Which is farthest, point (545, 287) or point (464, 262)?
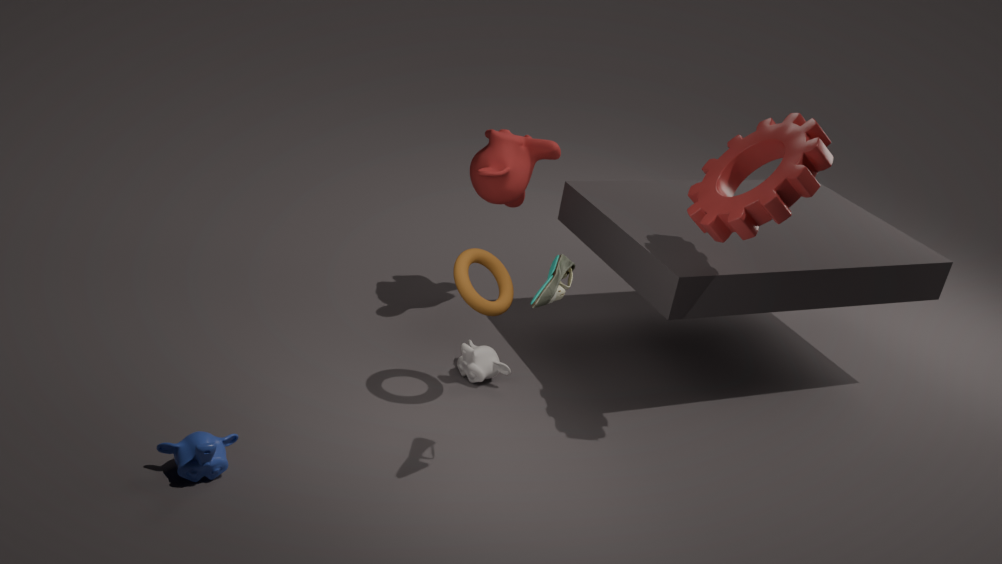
point (464, 262)
